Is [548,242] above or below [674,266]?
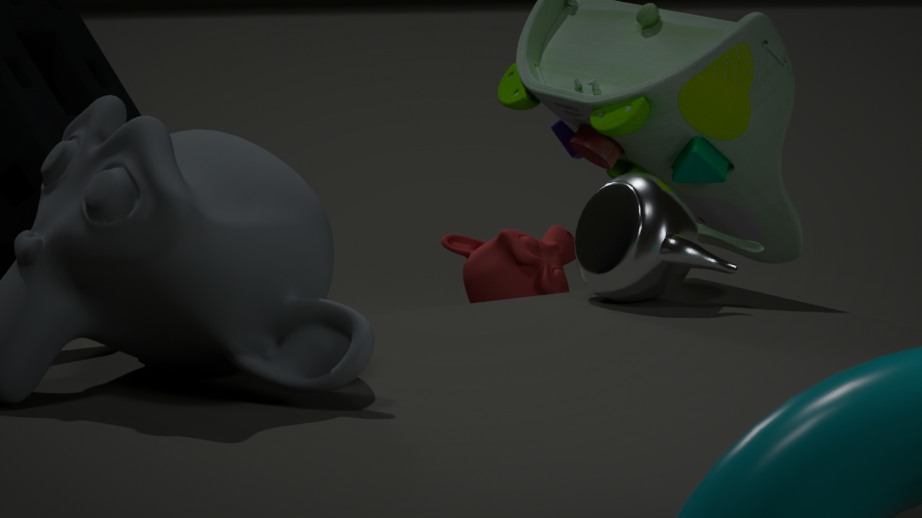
below
